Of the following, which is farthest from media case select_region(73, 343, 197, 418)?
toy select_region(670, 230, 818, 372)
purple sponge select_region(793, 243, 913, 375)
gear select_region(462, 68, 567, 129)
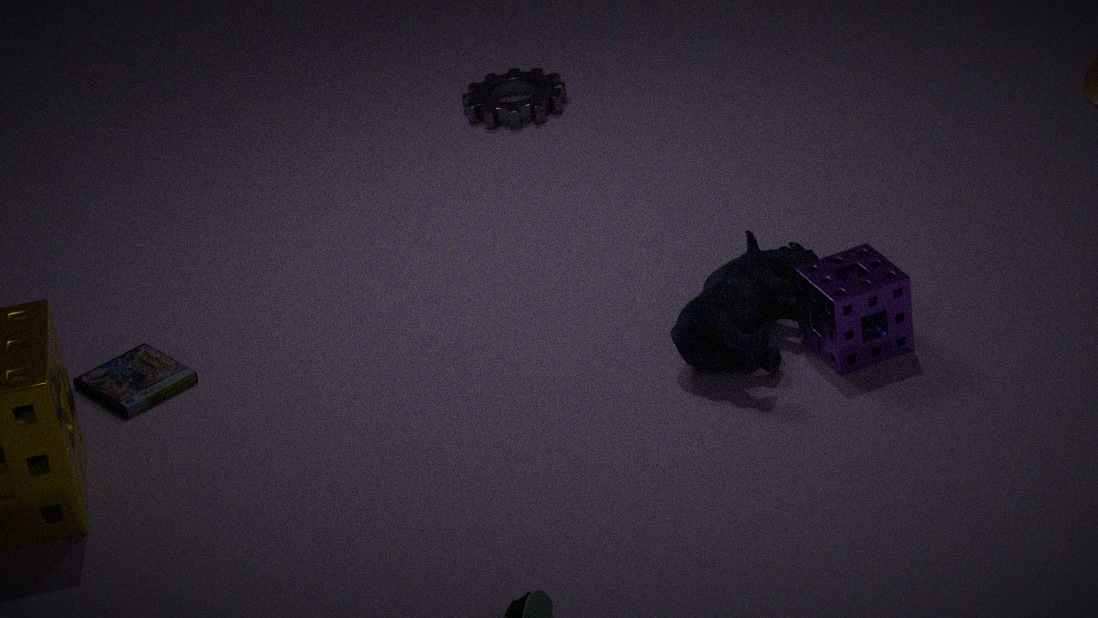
purple sponge select_region(793, 243, 913, 375)
